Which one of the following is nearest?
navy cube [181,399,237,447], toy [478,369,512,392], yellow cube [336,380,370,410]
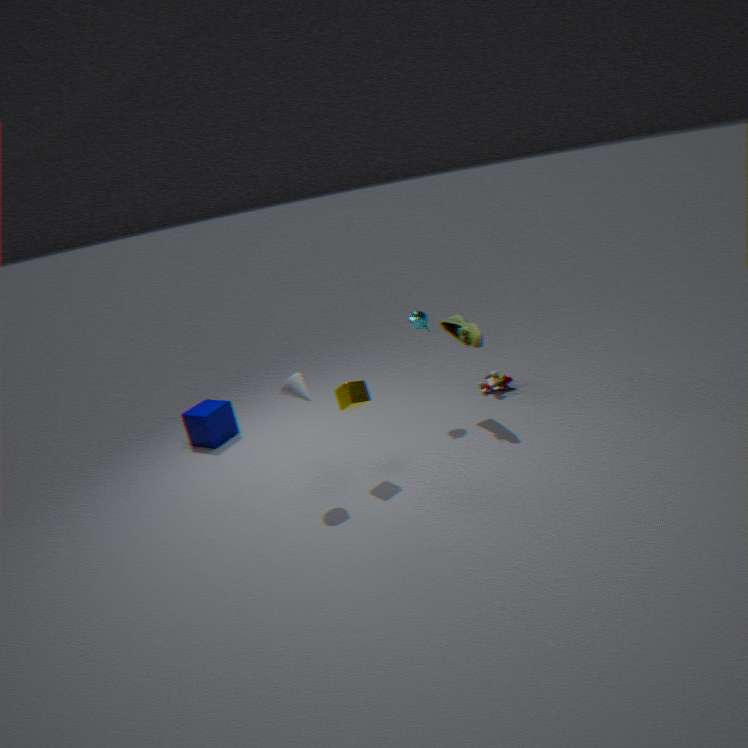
yellow cube [336,380,370,410]
